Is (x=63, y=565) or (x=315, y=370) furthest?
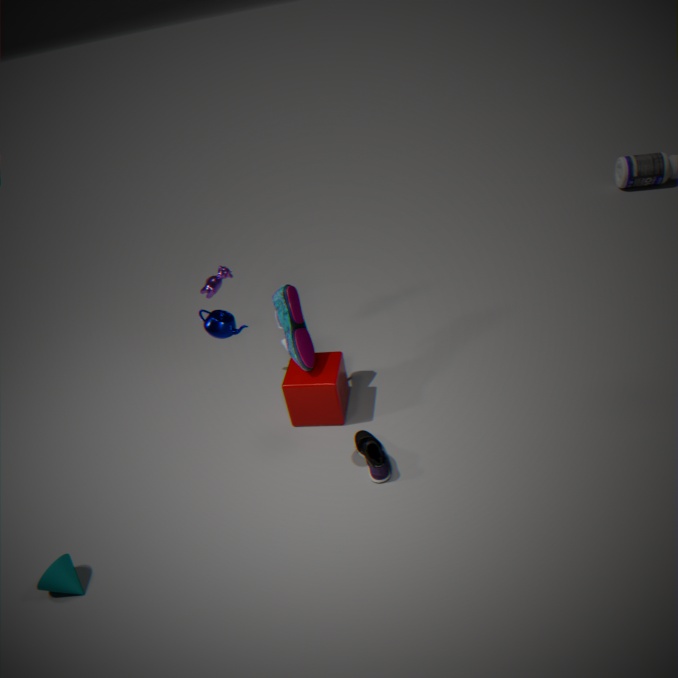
(x=315, y=370)
